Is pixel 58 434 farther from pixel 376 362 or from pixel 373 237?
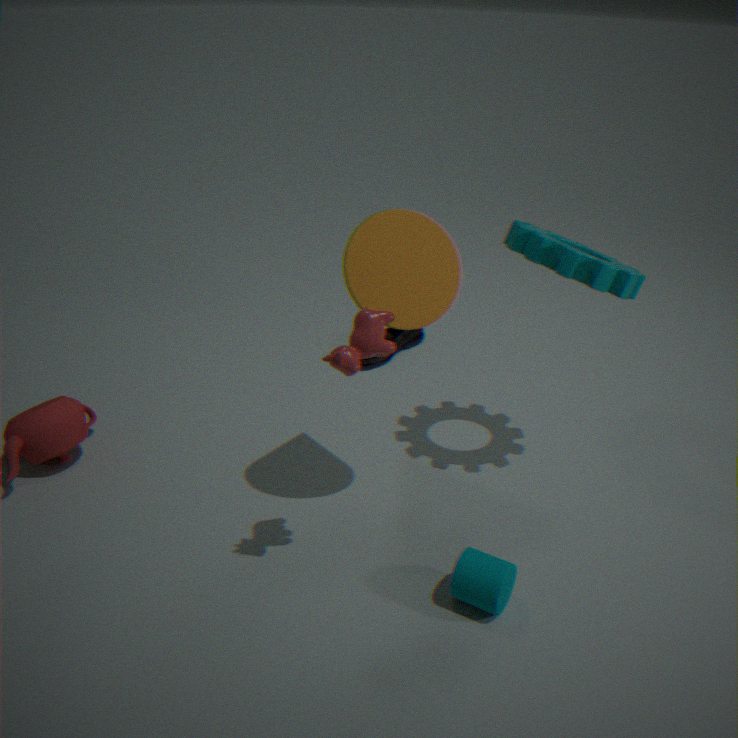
pixel 376 362
